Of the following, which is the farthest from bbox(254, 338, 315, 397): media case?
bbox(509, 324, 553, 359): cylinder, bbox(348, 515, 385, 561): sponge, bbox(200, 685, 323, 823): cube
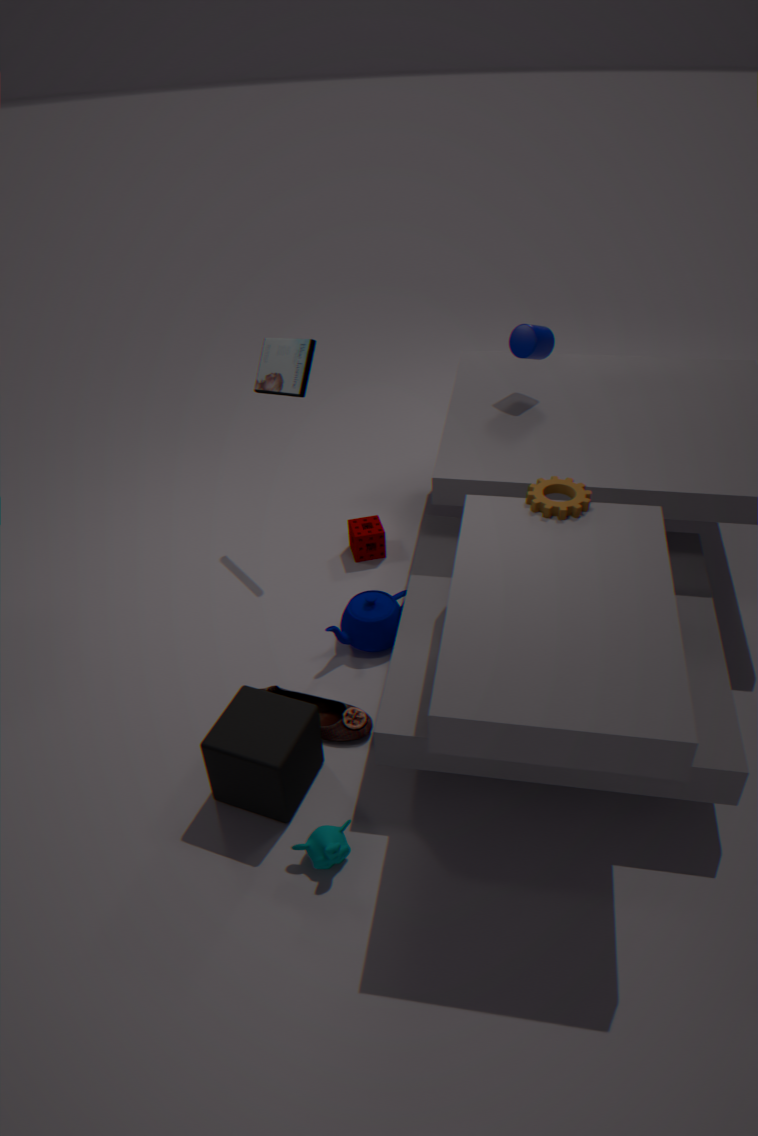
bbox(200, 685, 323, 823): cube
